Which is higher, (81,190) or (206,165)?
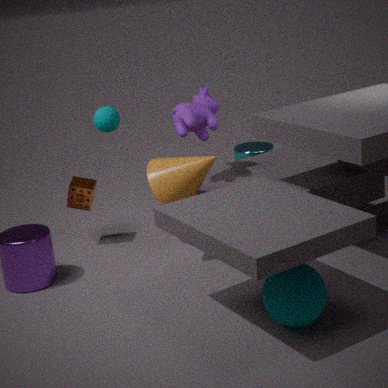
(206,165)
